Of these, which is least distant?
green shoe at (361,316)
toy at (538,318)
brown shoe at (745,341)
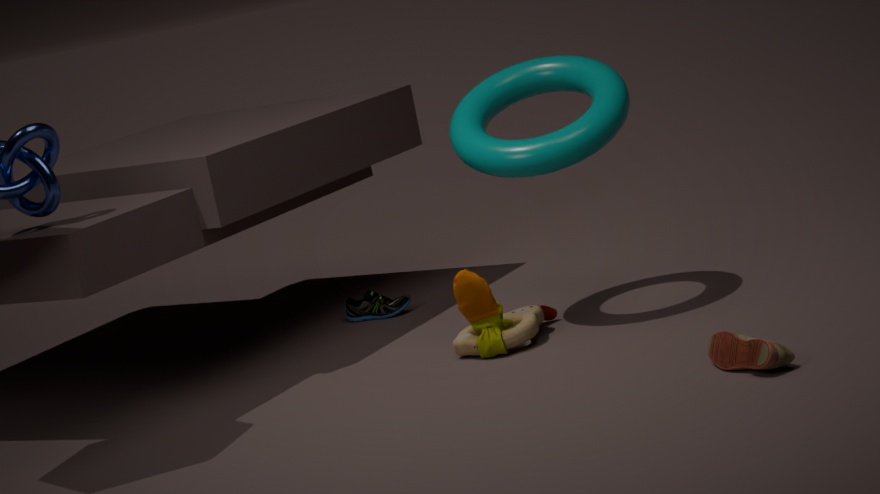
brown shoe at (745,341)
